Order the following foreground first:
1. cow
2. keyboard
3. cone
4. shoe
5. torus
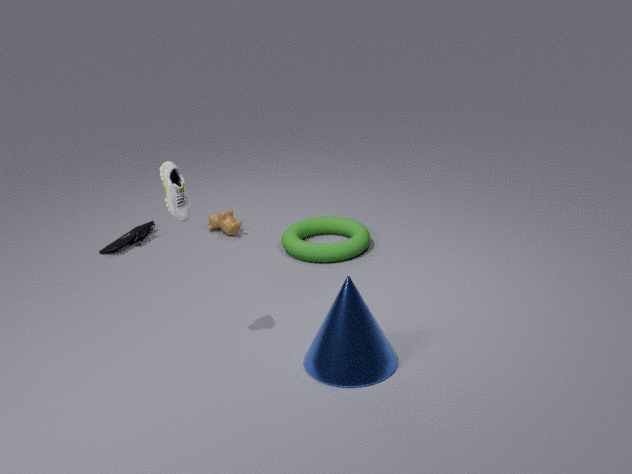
1. shoe
2. cone
3. torus
4. keyboard
5. cow
